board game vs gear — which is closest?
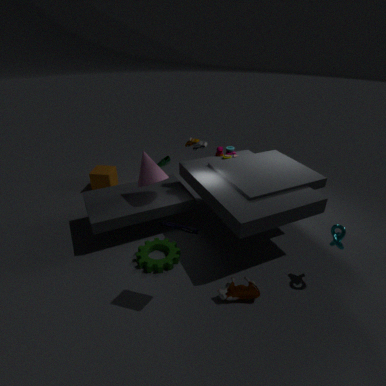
board game
